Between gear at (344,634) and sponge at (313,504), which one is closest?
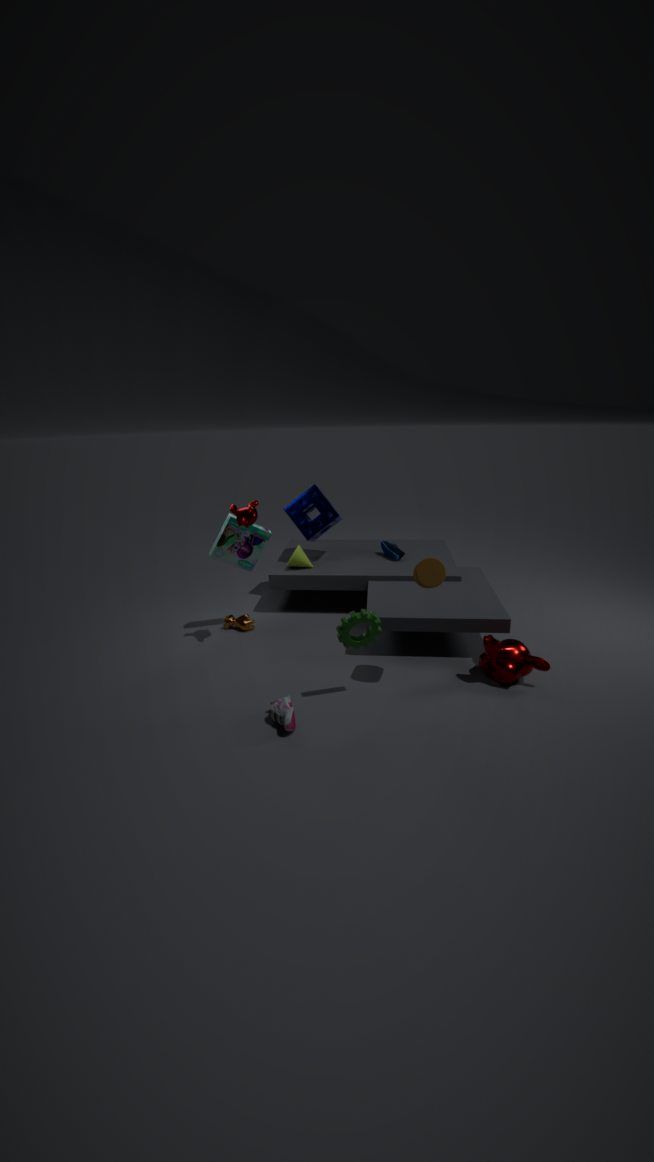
gear at (344,634)
